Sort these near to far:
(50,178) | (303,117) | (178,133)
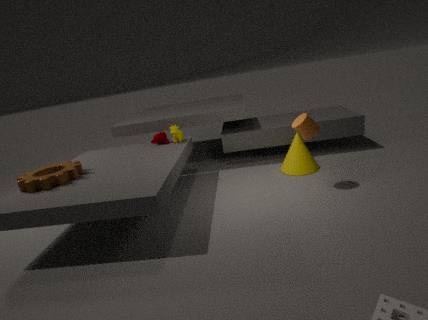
(50,178)
(303,117)
(178,133)
